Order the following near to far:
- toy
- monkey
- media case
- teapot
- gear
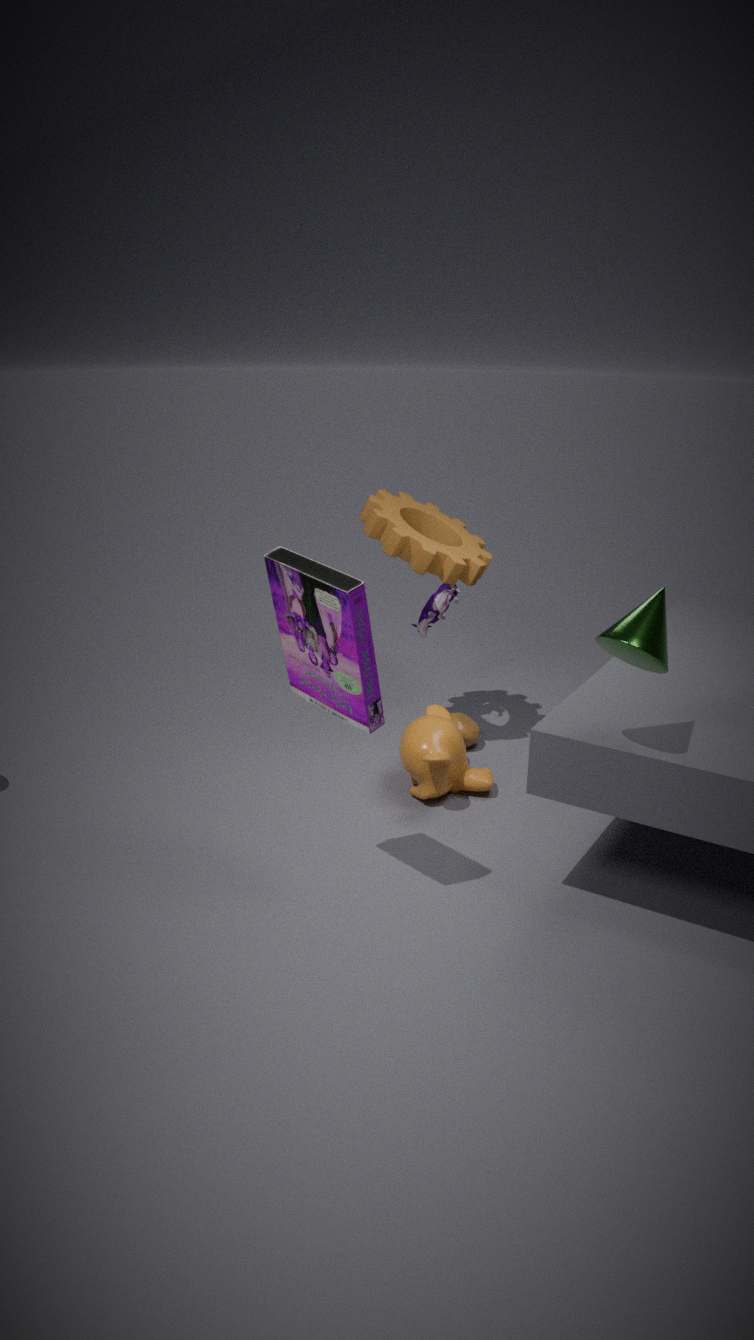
media case
monkey
gear
toy
teapot
